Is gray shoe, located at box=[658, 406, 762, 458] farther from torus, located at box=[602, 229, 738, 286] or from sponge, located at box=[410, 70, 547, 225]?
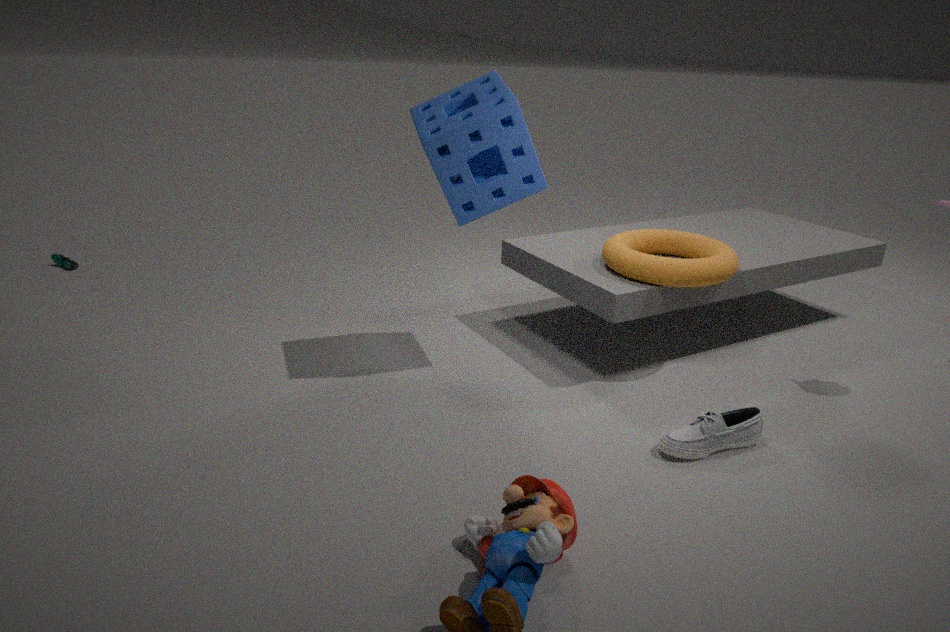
sponge, located at box=[410, 70, 547, 225]
